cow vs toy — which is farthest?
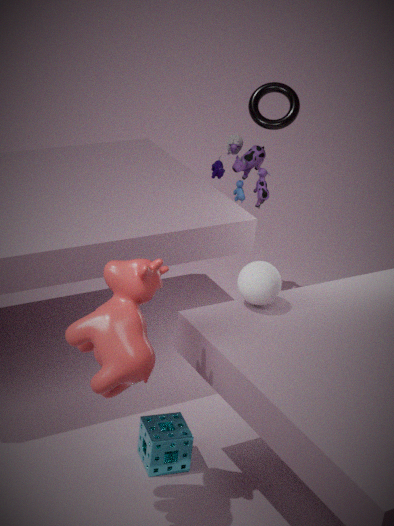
toy
